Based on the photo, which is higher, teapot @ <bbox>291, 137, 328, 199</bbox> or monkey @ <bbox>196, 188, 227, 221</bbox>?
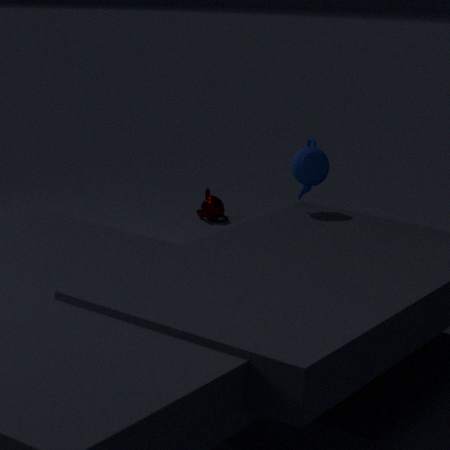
teapot @ <bbox>291, 137, 328, 199</bbox>
